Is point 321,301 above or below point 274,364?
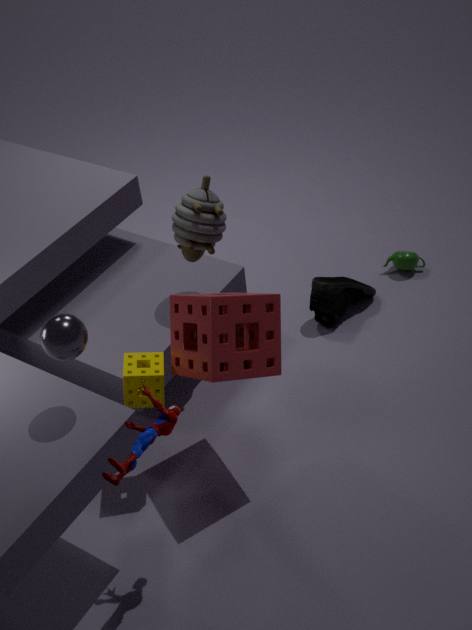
below
